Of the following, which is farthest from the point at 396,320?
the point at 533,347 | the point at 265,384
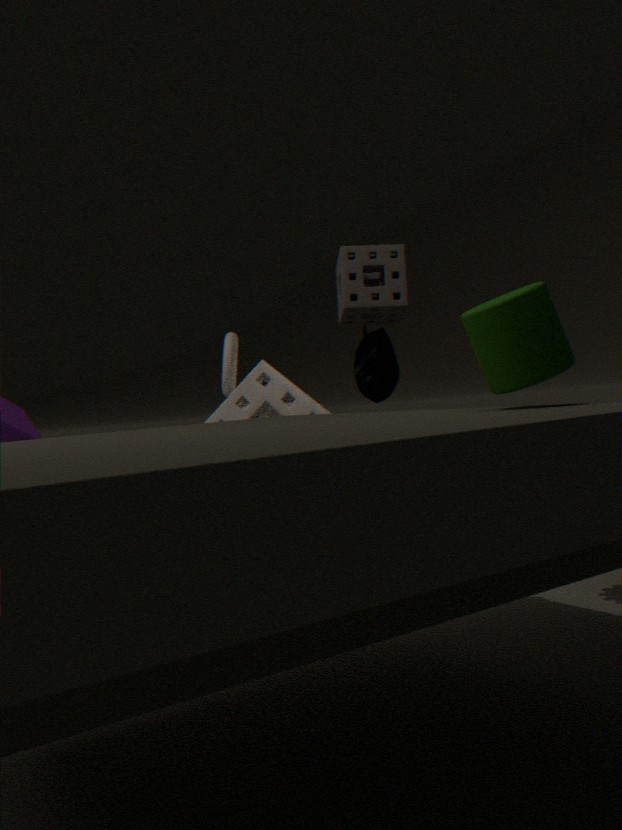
the point at 265,384
